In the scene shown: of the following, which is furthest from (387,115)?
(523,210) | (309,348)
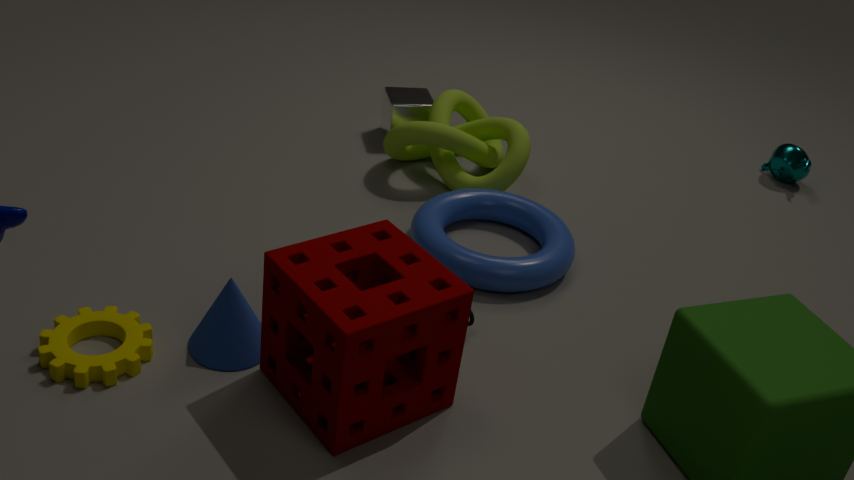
(309,348)
